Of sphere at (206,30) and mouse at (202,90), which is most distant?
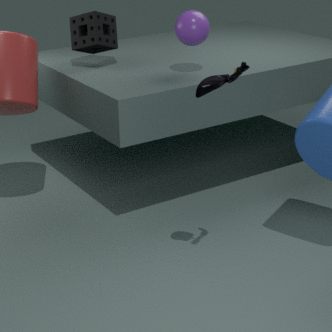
sphere at (206,30)
